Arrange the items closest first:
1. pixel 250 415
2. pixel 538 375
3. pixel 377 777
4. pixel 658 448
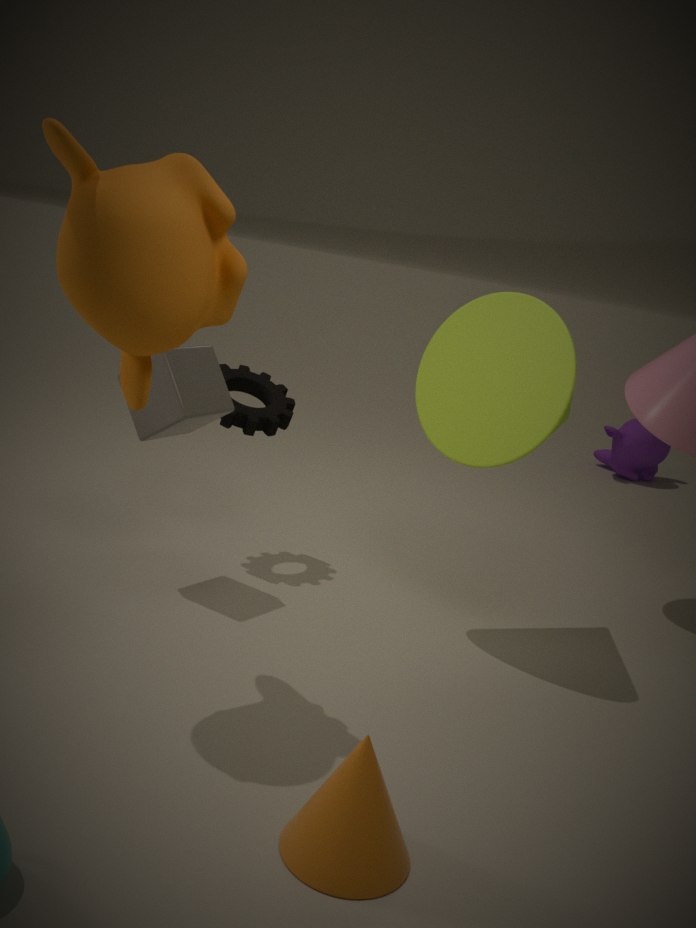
1. pixel 377 777
2. pixel 538 375
3. pixel 250 415
4. pixel 658 448
